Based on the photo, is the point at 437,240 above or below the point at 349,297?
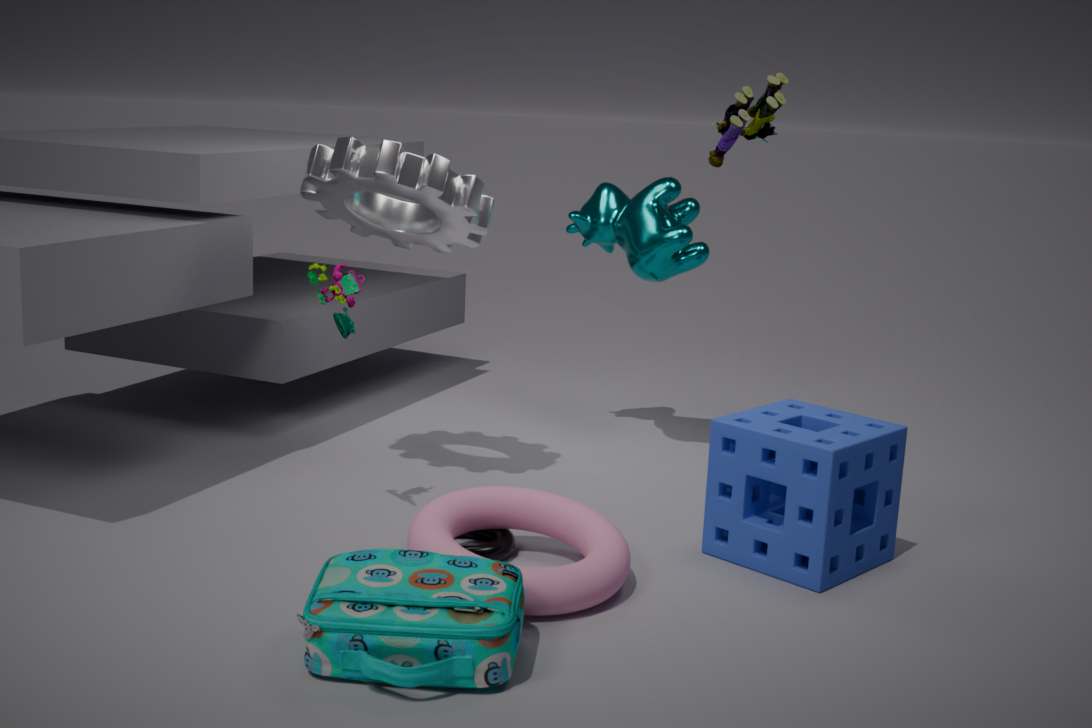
above
